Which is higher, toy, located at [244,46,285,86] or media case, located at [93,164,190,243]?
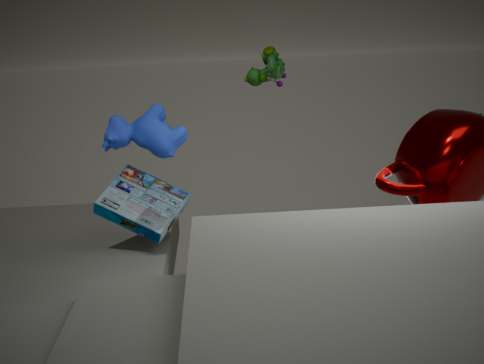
toy, located at [244,46,285,86]
